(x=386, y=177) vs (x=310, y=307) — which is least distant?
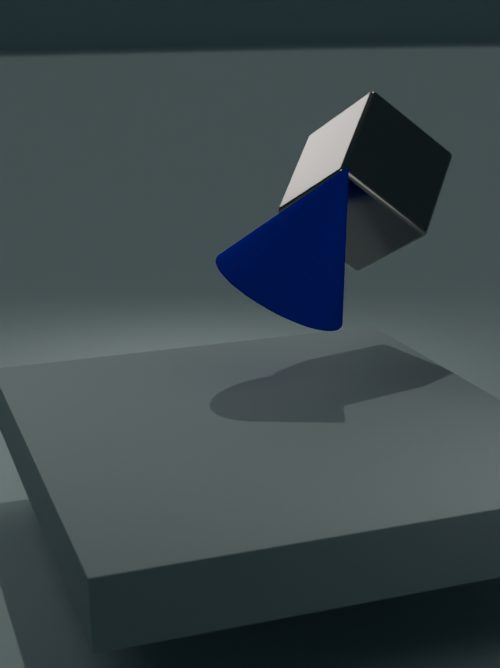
(x=310, y=307)
